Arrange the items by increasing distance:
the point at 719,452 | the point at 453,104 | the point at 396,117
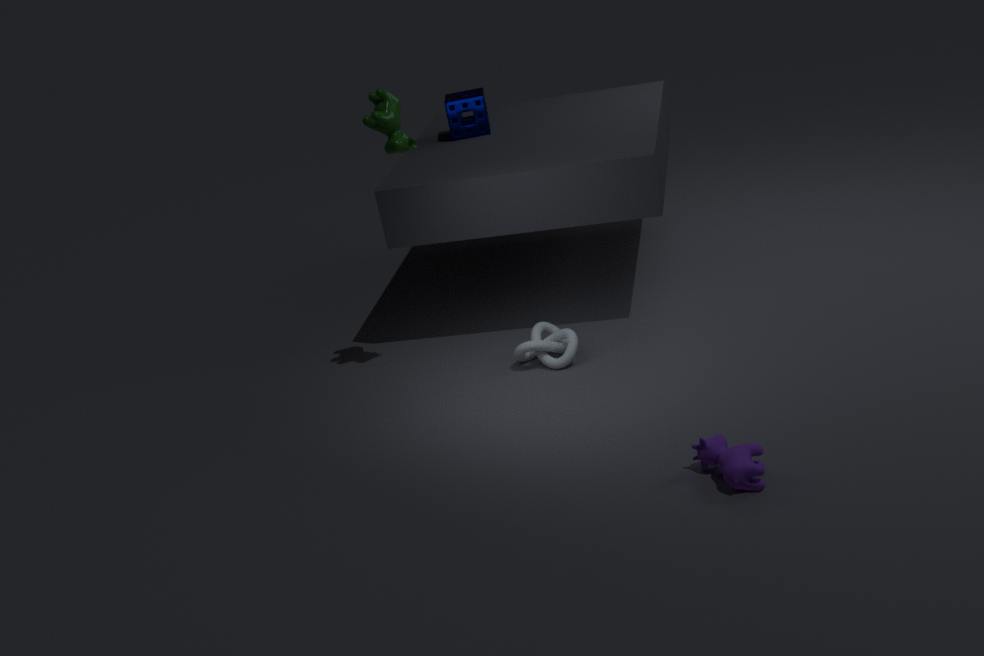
the point at 719,452 < the point at 396,117 < the point at 453,104
